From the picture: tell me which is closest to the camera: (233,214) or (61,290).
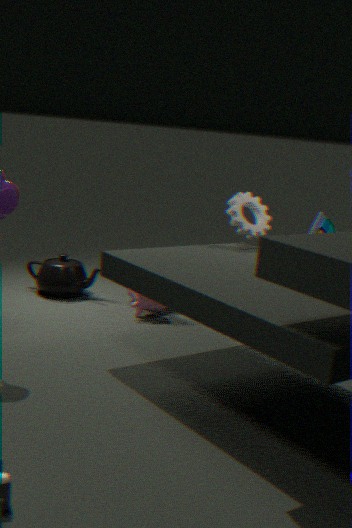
(233,214)
